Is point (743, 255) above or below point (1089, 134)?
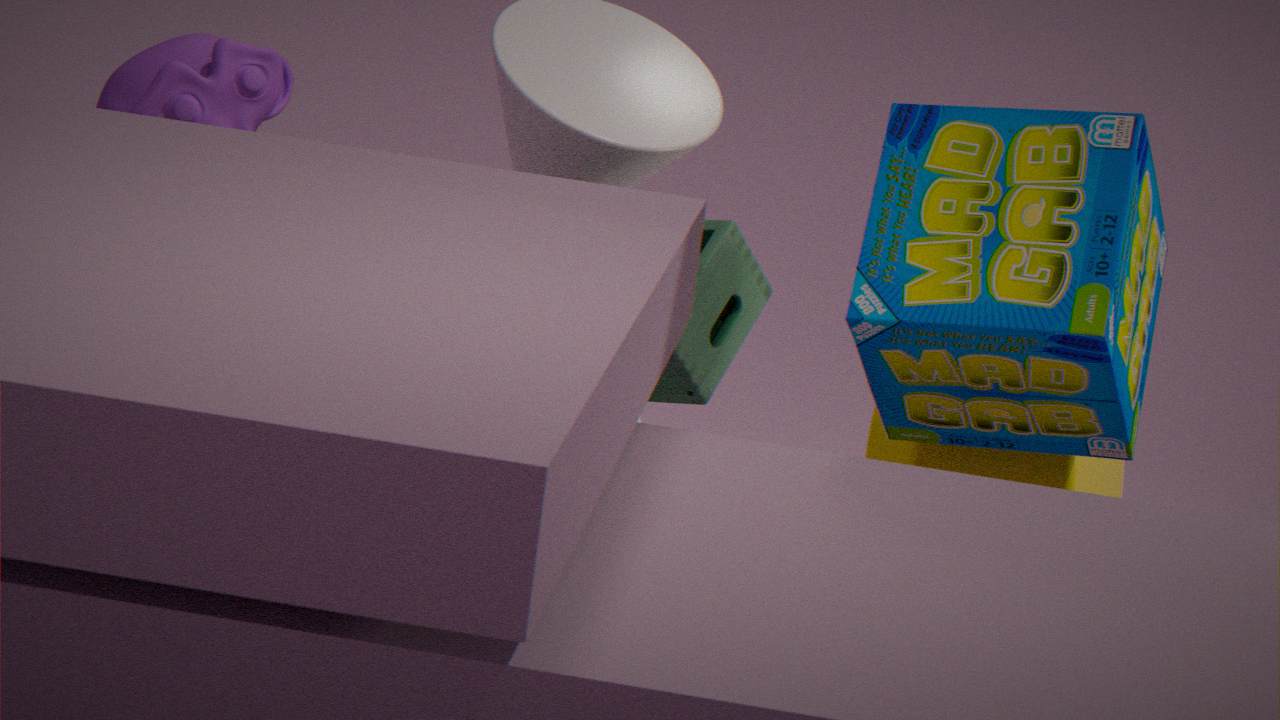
below
